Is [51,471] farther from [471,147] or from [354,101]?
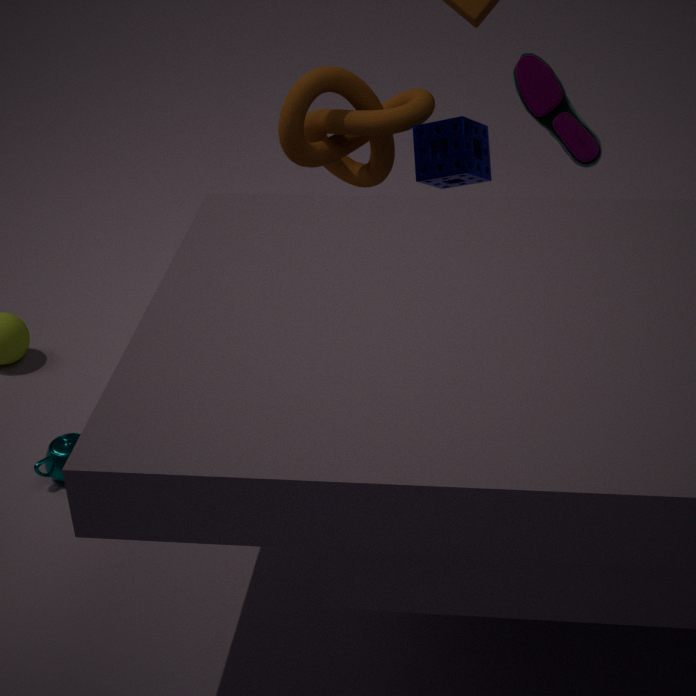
[471,147]
